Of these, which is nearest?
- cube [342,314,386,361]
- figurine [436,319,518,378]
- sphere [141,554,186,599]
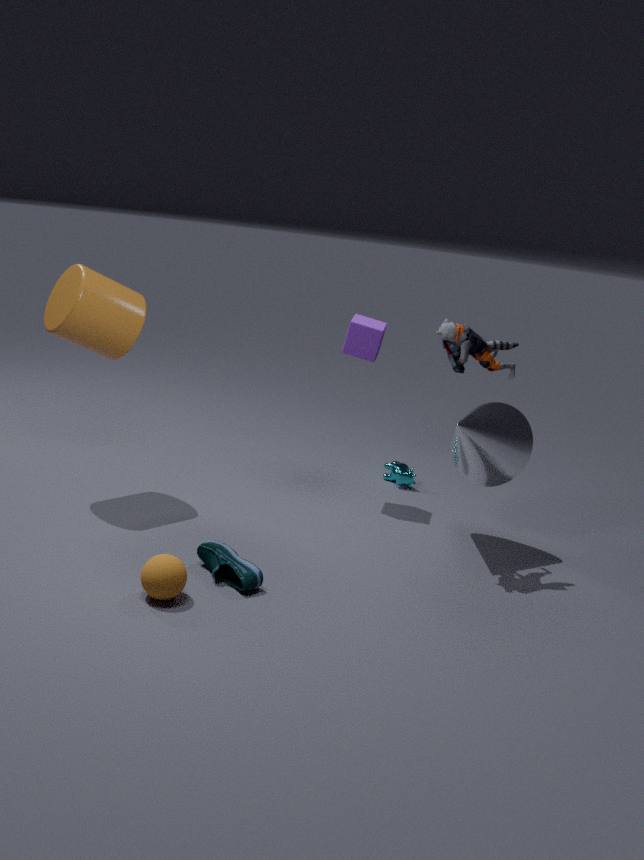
sphere [141,554,186,599]
